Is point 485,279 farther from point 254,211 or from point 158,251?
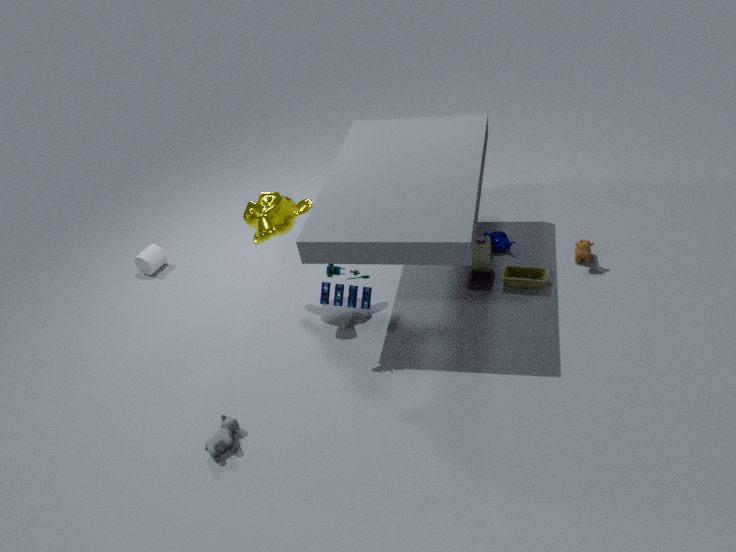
point 158,251
